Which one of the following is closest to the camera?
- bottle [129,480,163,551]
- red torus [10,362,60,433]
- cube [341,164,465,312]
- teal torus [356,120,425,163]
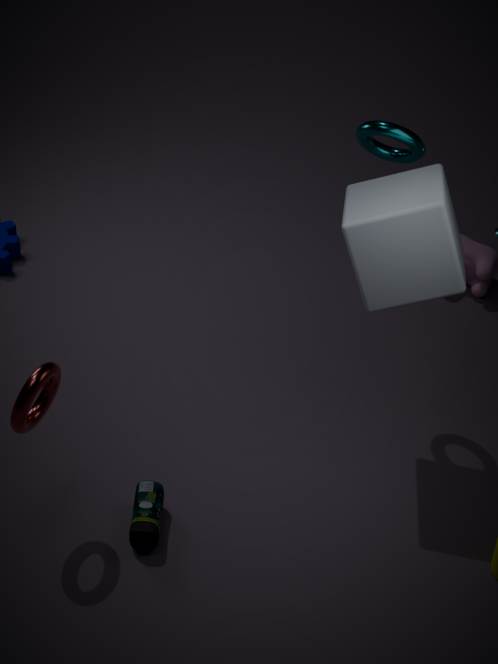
red torus [10,362,60,433]
